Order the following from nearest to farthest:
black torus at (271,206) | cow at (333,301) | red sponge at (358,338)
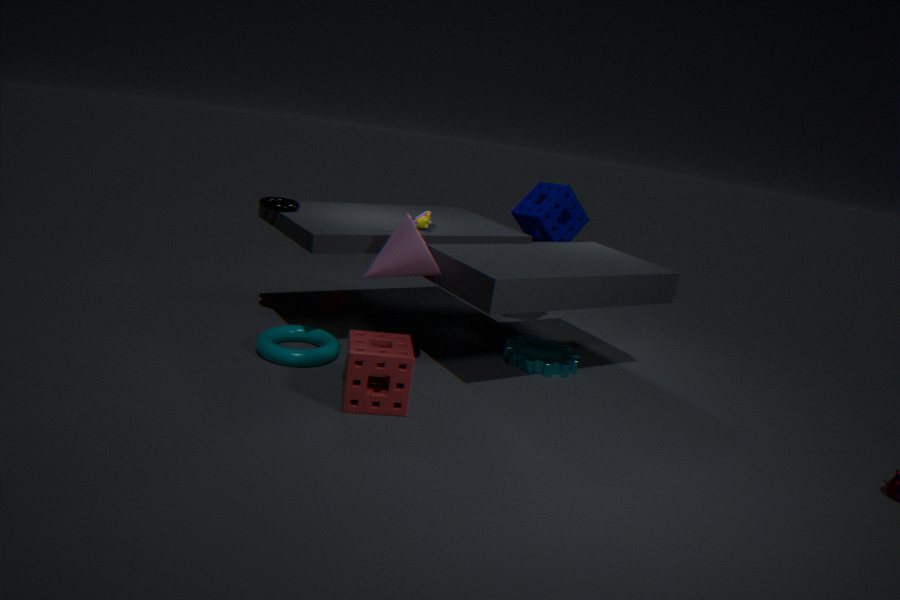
red sponge at (358,338) → black torus at (271,206) → cow at (333,301)
